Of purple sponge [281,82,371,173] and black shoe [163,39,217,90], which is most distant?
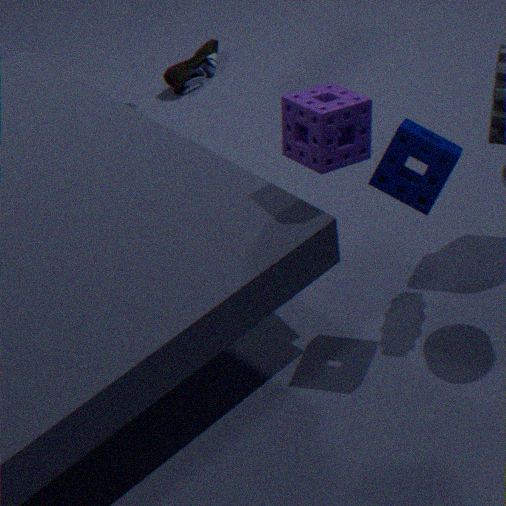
black shoe [163,39,217,90]
